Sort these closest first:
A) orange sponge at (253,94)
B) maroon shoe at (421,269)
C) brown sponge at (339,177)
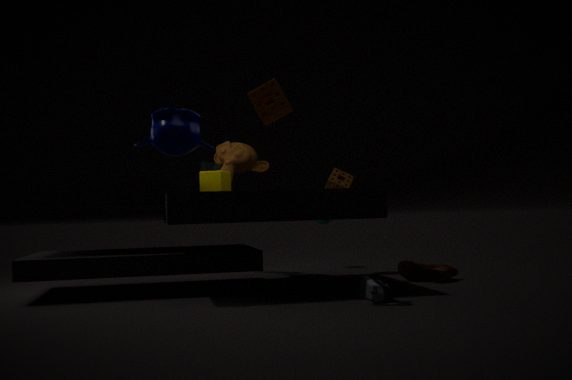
1. orange sponge at (253,94)
2. maroon shoe at (421,269)
3. brown sponge at (339,177)
